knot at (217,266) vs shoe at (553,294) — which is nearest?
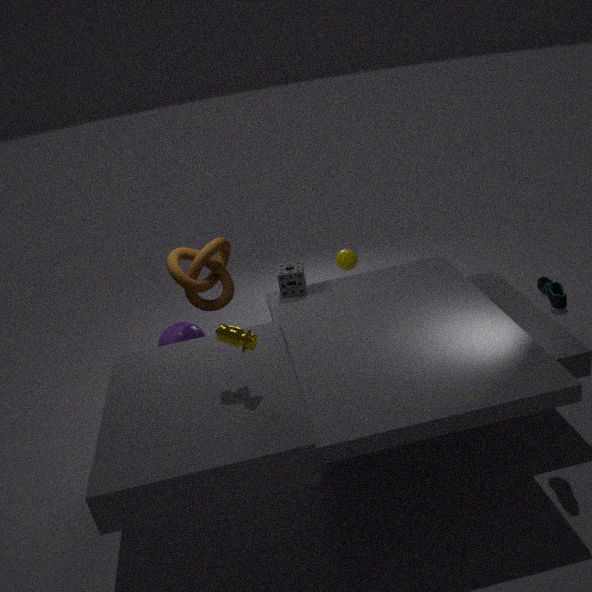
shoe at (553,294)
